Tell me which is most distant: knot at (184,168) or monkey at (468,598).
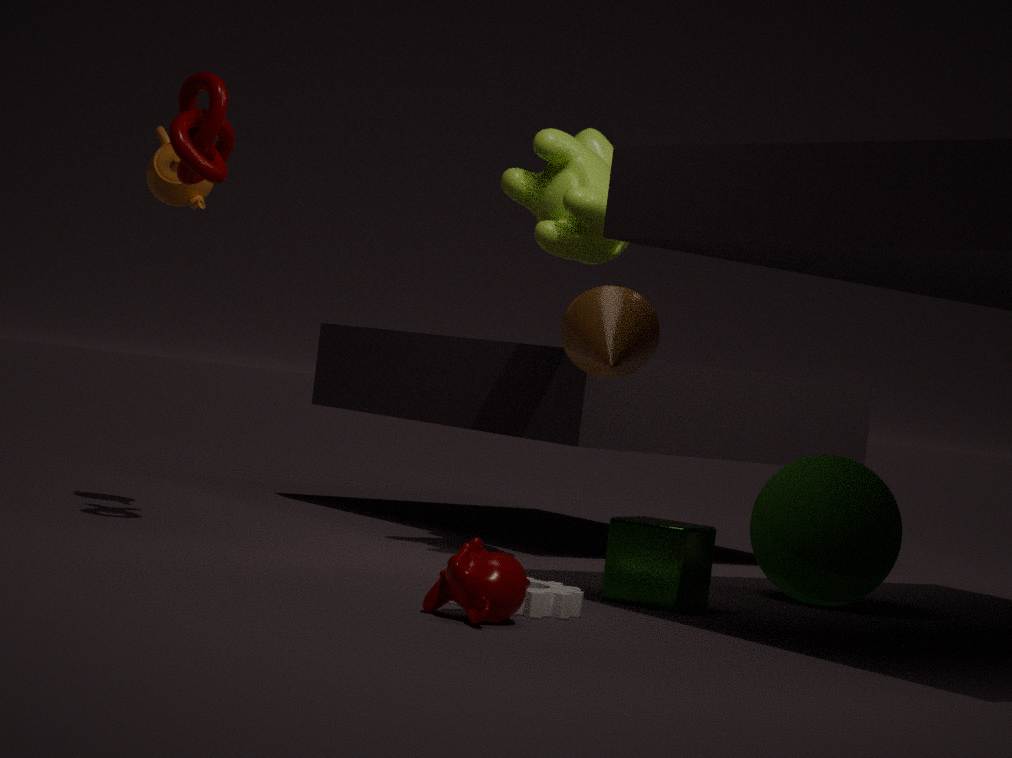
knot at (184,168)
